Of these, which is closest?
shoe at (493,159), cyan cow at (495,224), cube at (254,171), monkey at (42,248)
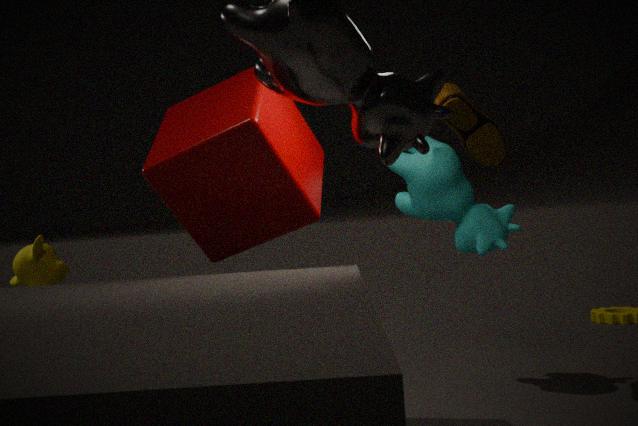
cube at (254,171)
